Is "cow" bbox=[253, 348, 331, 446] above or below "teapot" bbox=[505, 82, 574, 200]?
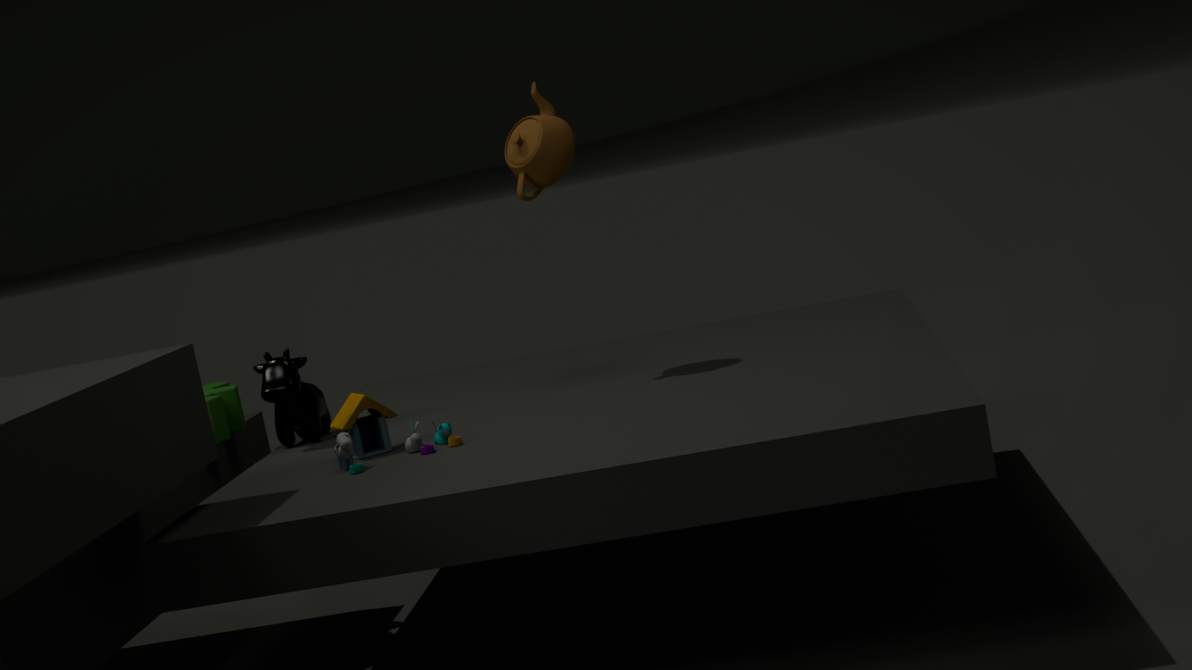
below
